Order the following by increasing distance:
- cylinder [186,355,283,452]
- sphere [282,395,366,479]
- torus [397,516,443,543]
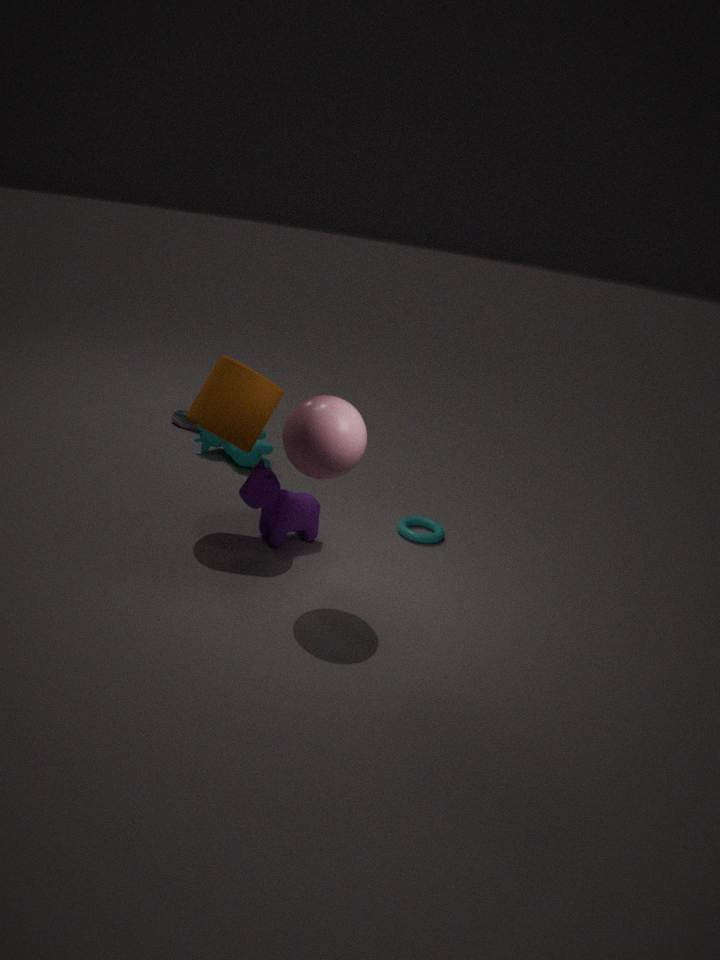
1. sphere [282,395,366,479]
2. cylinder [186,355,283,452]
3. torus [397,516,443,543]
